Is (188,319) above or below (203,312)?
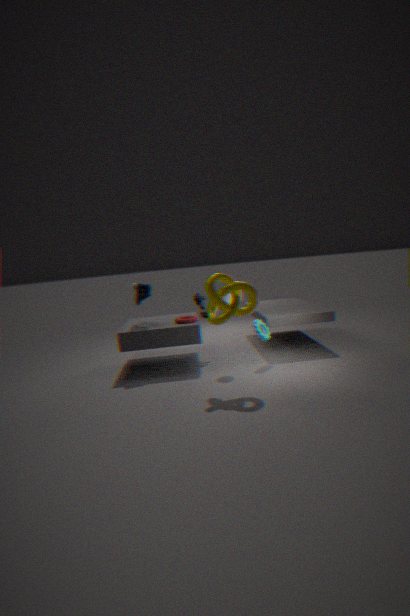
below
